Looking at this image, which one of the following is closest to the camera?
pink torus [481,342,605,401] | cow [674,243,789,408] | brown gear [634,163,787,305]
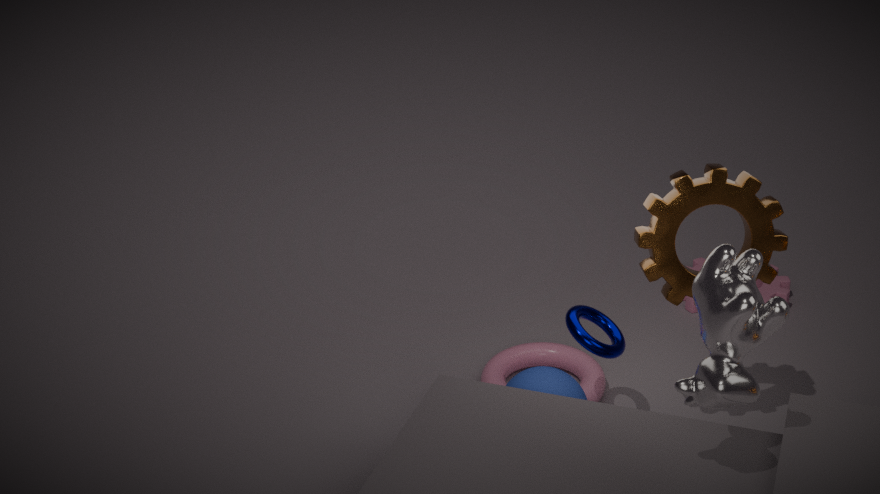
cow [674,243,789,408]
